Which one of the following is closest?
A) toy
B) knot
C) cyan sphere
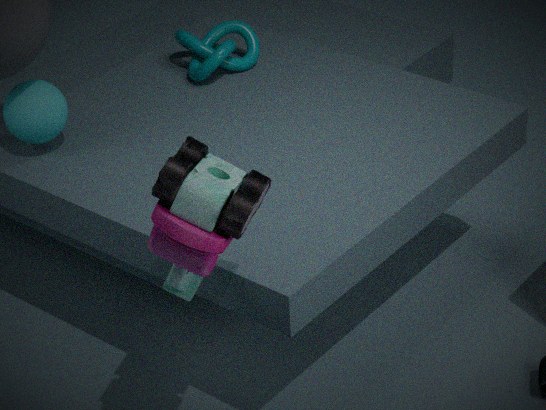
toy
